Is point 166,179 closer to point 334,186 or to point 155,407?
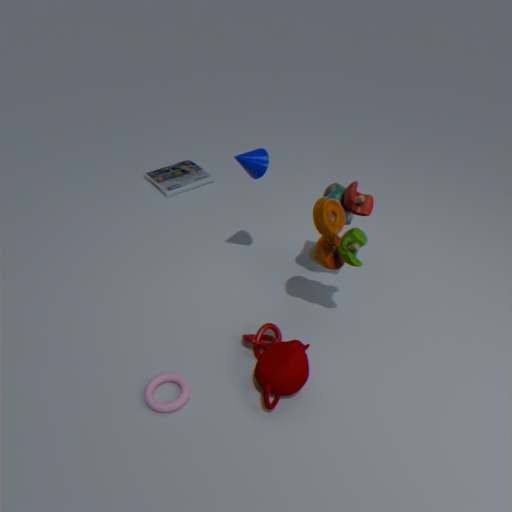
point 334,186
